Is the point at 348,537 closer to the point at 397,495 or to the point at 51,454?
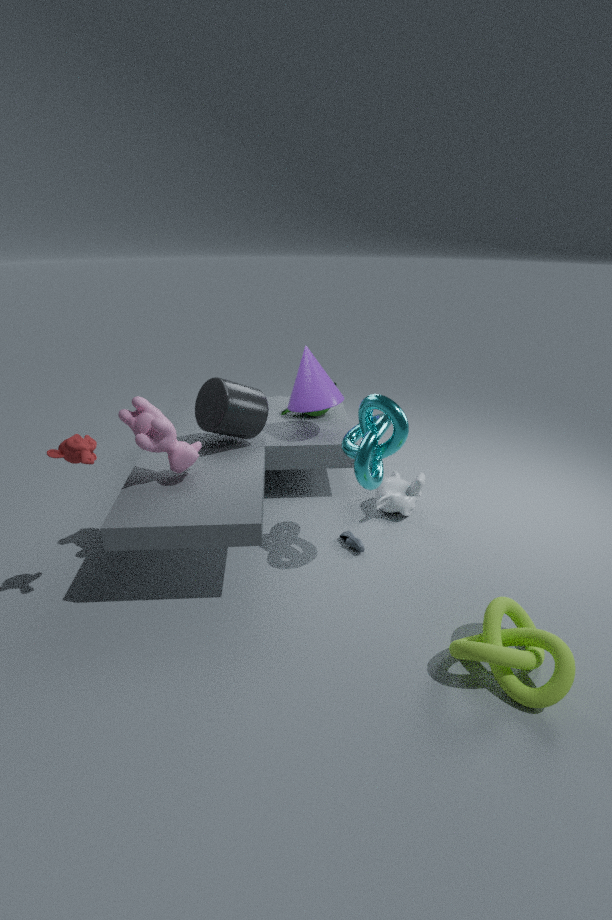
the point at 397,495
